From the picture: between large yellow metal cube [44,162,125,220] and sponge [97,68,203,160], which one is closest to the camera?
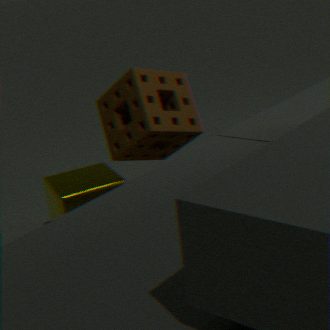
large yellow metal cube [44,162,125,220]
